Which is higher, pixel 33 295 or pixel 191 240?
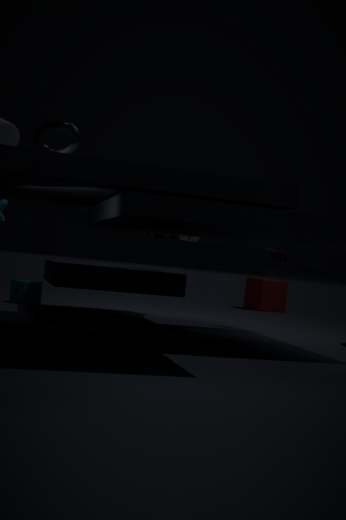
pixel 191 240
